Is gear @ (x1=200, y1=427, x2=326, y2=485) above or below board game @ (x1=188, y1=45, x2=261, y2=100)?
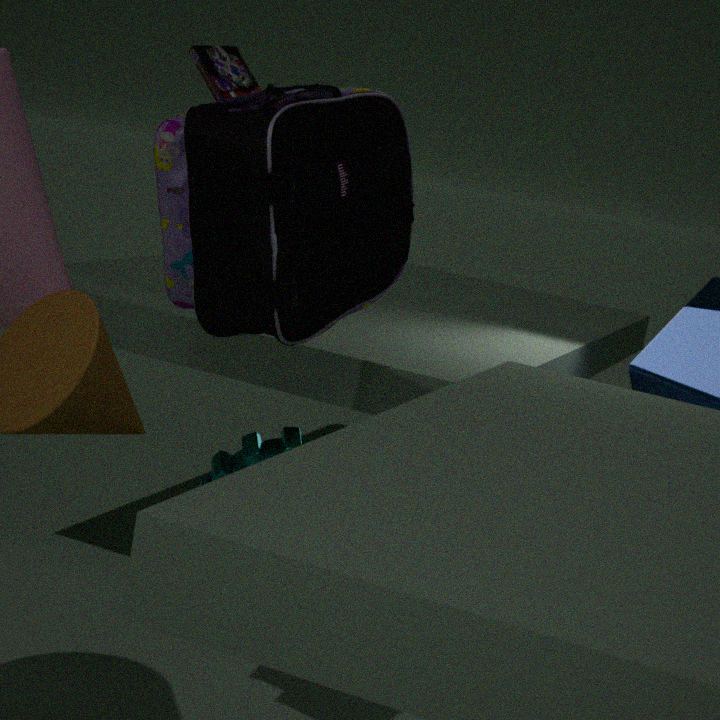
below
